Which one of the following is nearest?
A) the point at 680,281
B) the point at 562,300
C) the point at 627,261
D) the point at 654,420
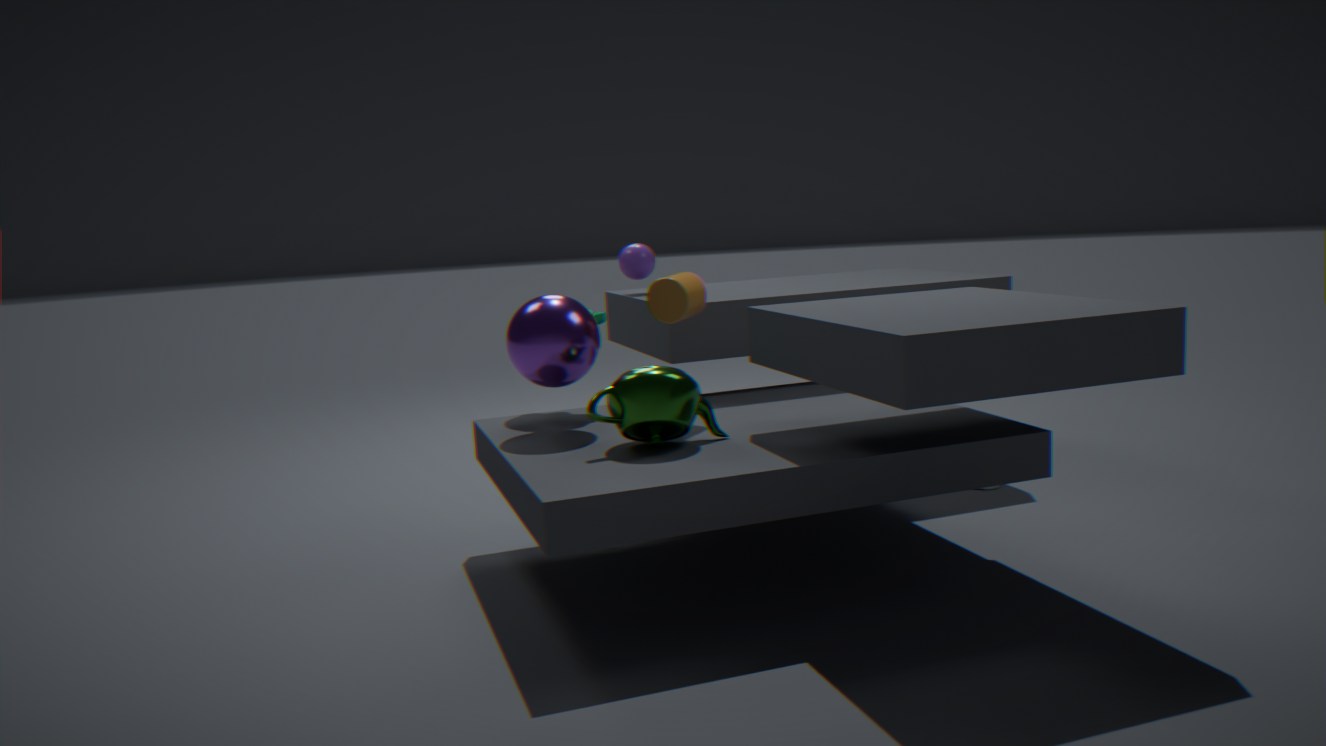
the point at 654,420
